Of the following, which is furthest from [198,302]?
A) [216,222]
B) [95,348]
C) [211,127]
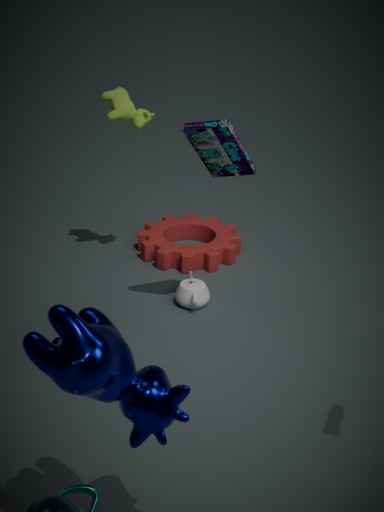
[95,348]
